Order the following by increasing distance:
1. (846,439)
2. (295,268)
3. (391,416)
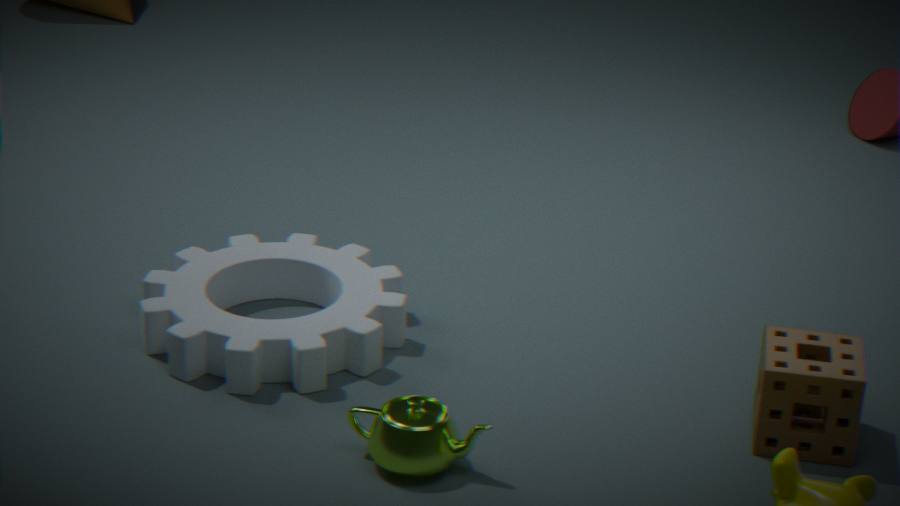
(391,416) < (846,439) < (295,268)
